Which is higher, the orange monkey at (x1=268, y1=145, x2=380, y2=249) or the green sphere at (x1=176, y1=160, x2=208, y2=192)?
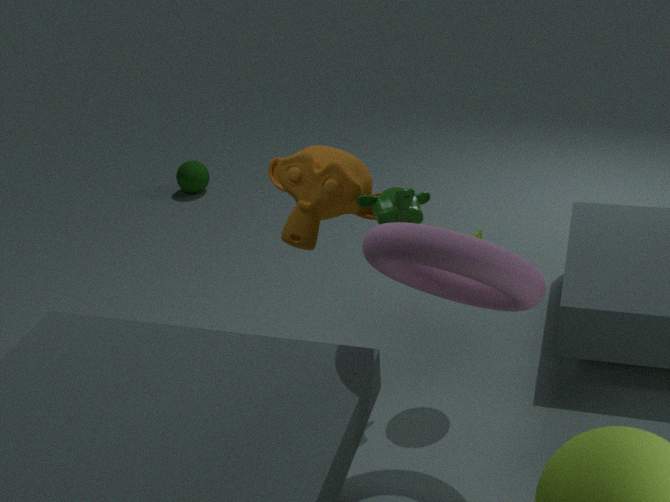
the orange monkey at (x1=268, y1=145, x2=380, y2=249)
